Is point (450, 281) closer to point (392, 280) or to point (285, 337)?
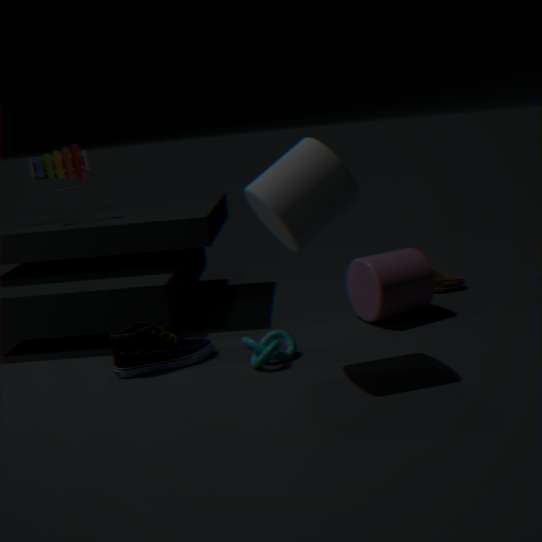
point (392, 280)
